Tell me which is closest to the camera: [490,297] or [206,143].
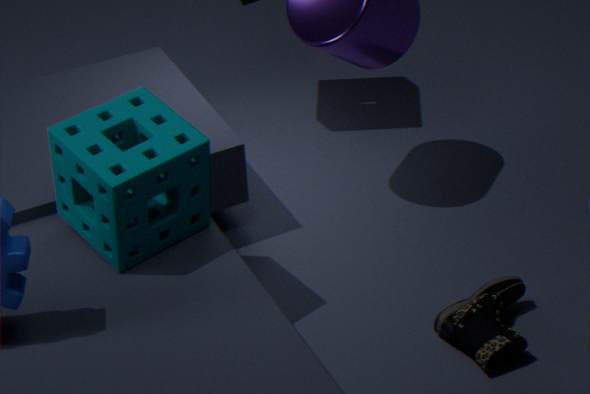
[206,143]
